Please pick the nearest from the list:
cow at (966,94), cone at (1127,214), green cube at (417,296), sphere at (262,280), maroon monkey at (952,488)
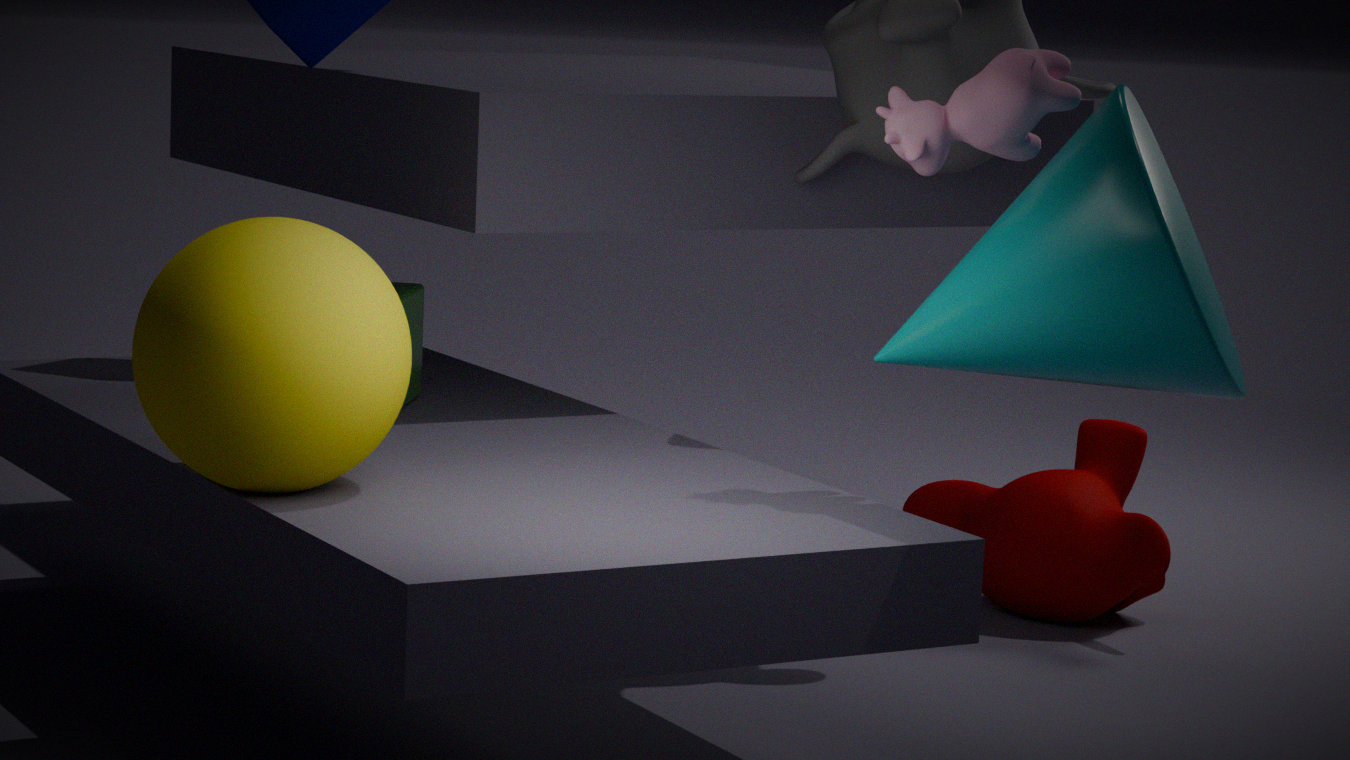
cone at (1127,214)
